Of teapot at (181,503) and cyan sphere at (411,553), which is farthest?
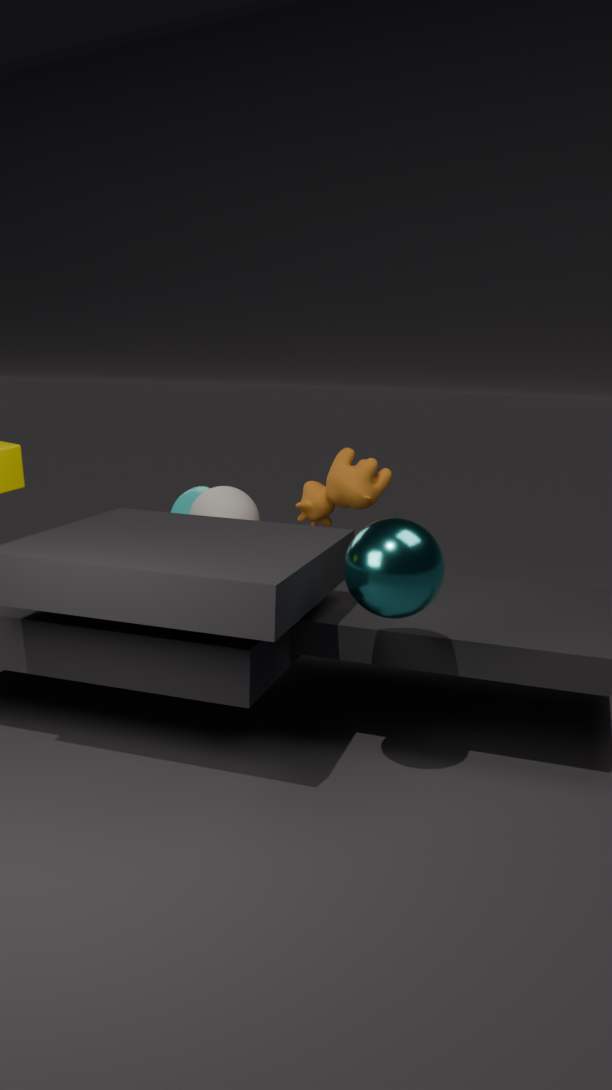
teapot at (181,503)
